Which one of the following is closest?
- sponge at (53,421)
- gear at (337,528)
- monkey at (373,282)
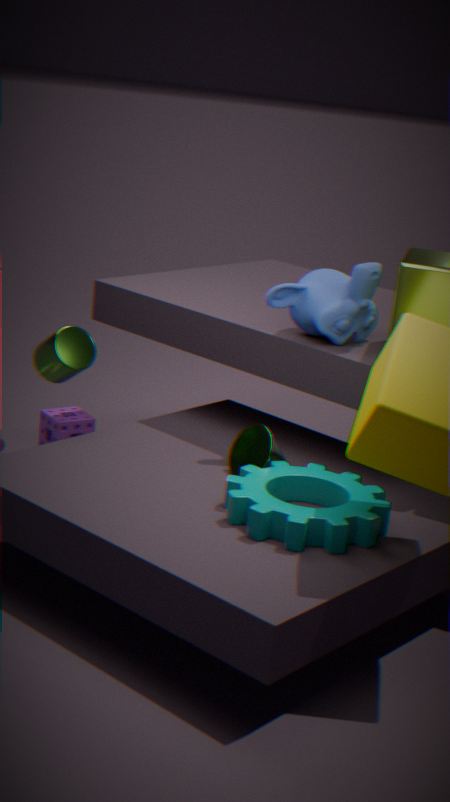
gear at (337,528)
